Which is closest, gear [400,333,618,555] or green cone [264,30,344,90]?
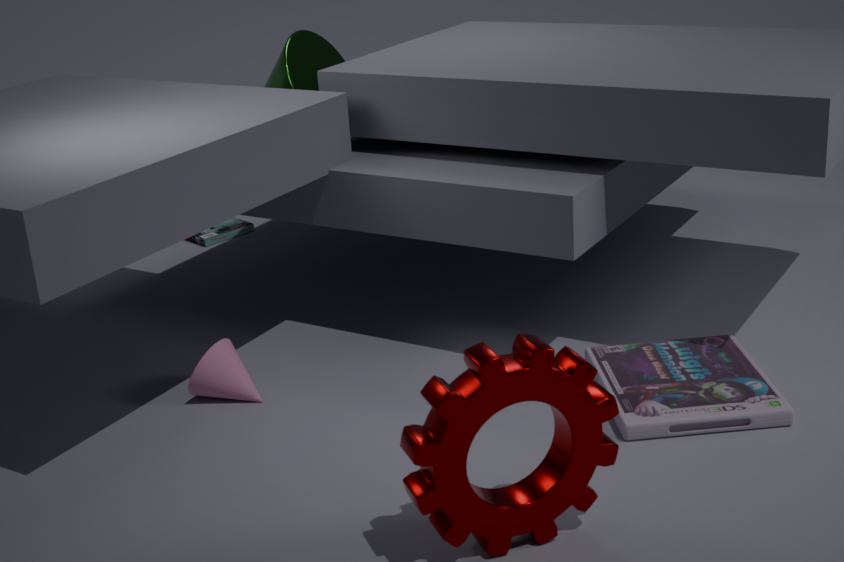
gear [400,333,618,555]
